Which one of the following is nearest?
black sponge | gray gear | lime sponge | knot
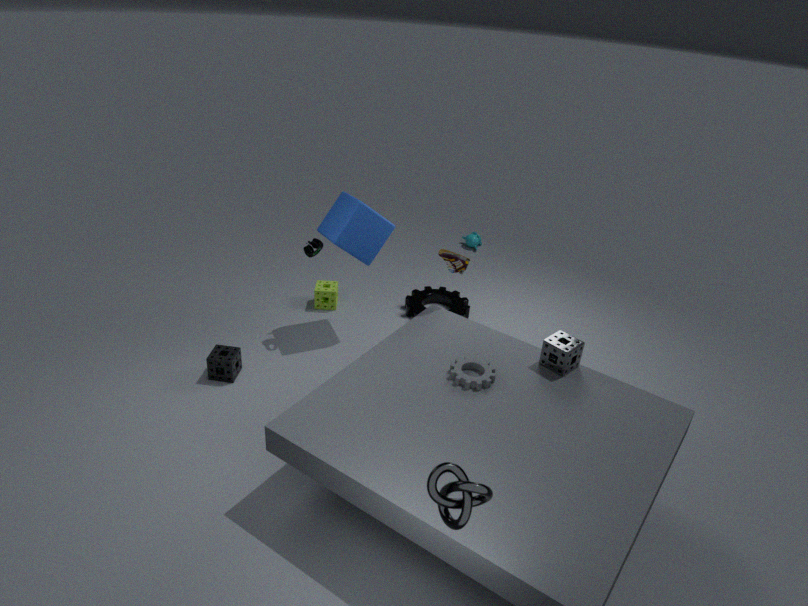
knot
